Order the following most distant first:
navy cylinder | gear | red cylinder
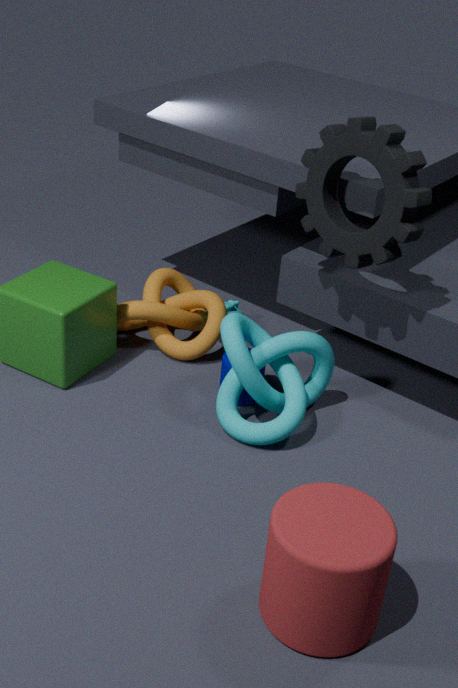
navy cylinder < gear < red cylinder
